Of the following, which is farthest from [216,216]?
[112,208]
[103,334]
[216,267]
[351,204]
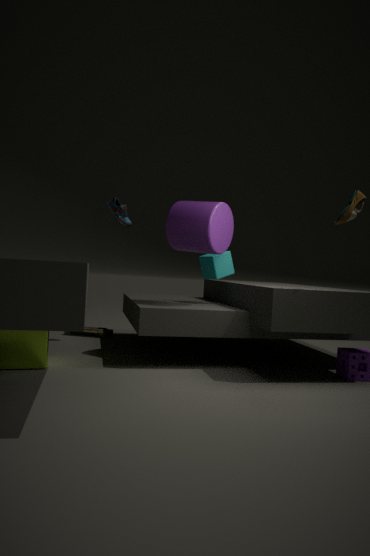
[103,334]
